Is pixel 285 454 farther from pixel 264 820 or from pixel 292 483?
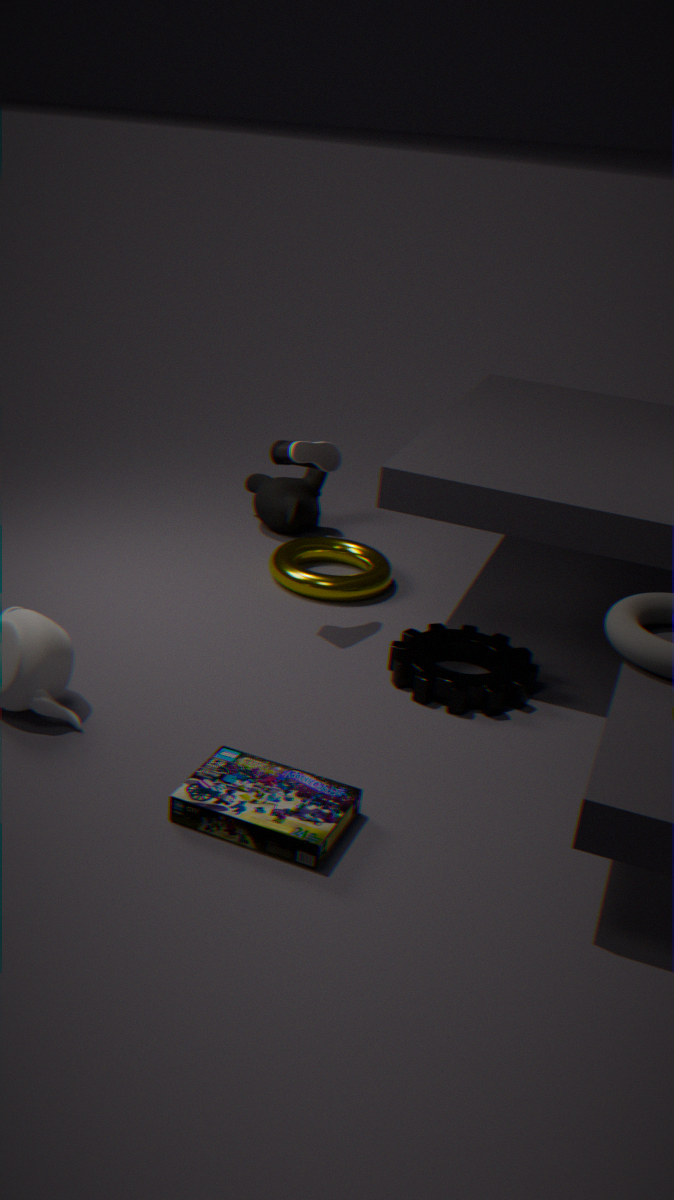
pixel 264 820
